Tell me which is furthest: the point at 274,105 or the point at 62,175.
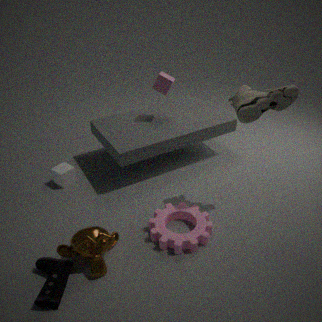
the point at 62,175
